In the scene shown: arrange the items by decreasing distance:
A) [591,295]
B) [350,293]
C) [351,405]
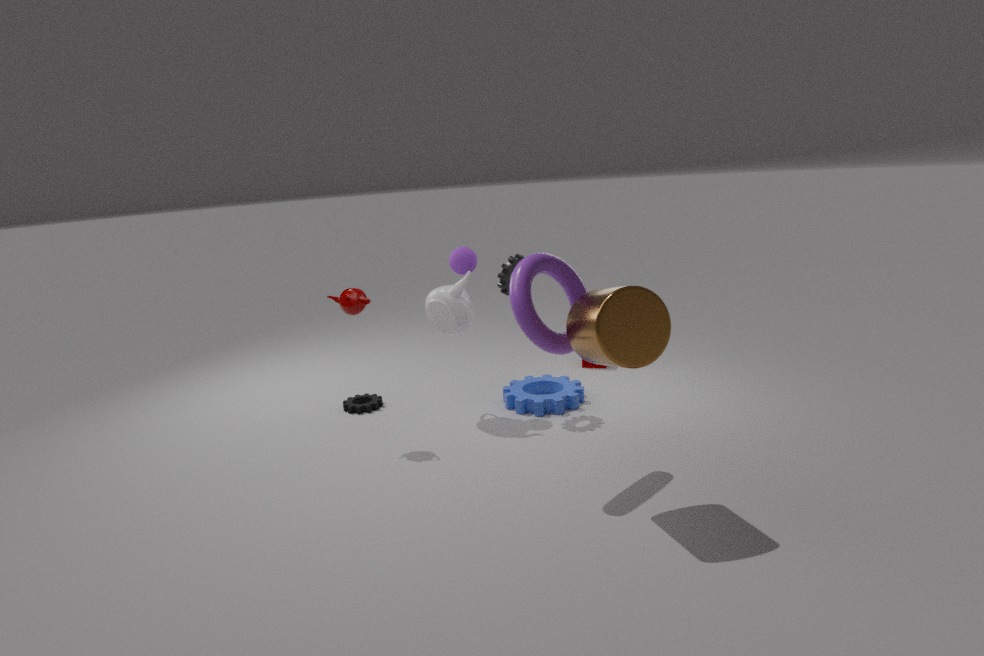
C. [351,405]
B. [350,293]
A. [591,295]
